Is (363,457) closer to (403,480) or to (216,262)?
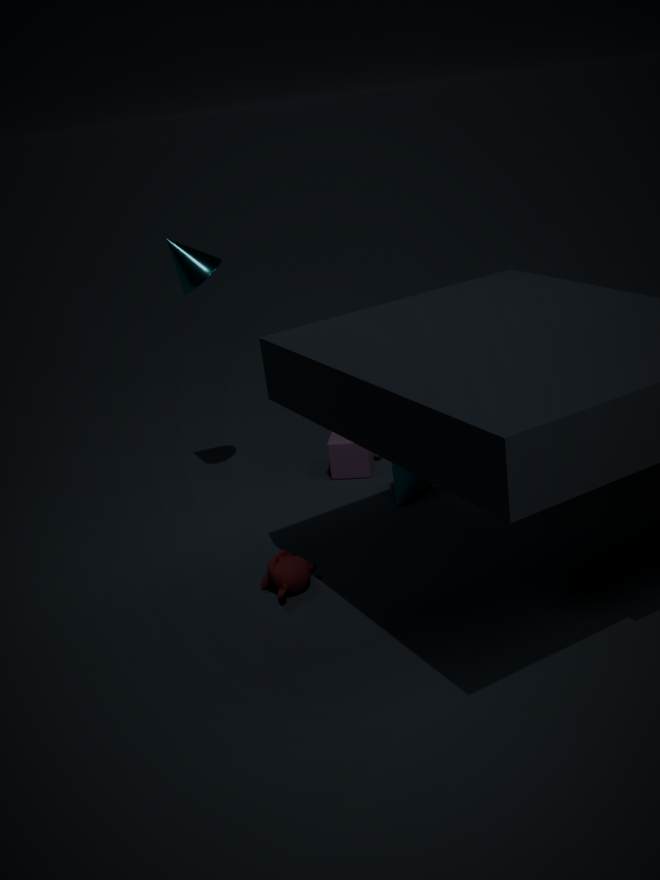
(403,480)
